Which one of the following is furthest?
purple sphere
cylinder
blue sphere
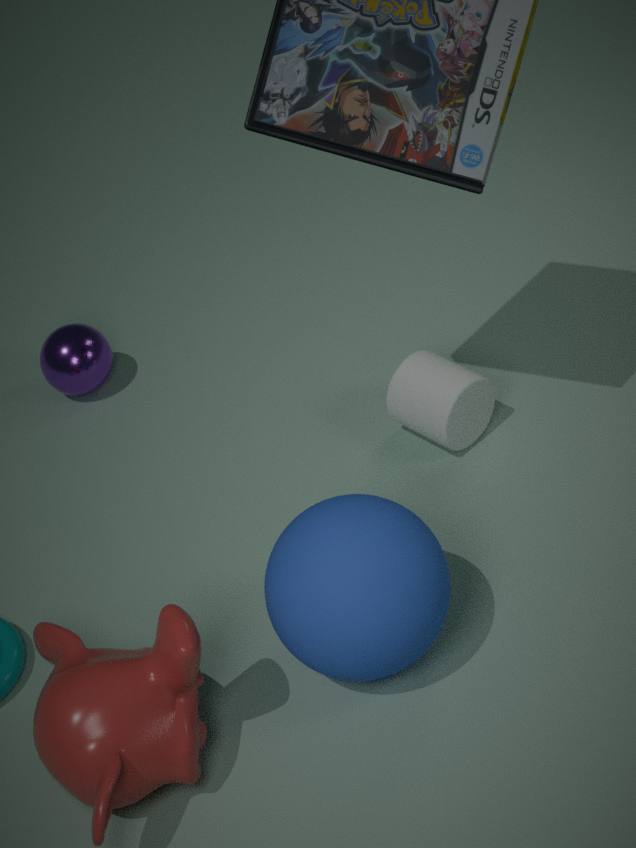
purple sphere
